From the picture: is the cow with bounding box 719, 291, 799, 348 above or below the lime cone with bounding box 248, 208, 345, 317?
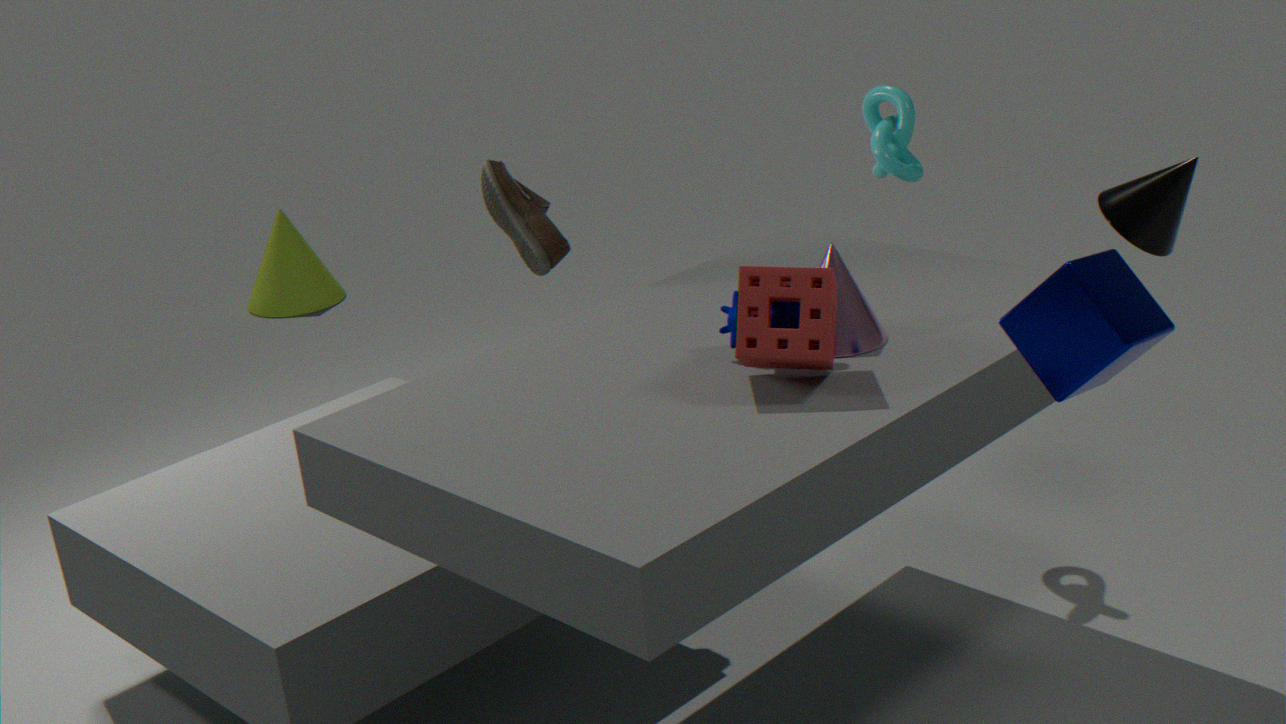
above
